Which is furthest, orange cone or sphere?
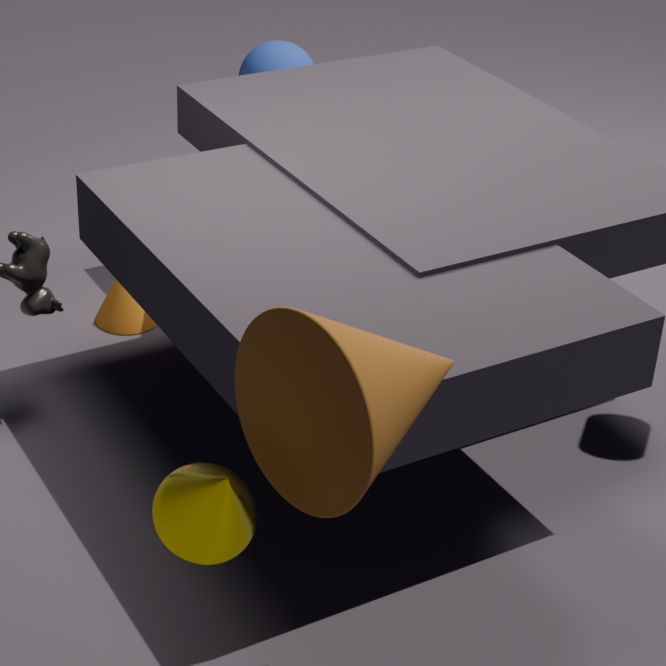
sphere
